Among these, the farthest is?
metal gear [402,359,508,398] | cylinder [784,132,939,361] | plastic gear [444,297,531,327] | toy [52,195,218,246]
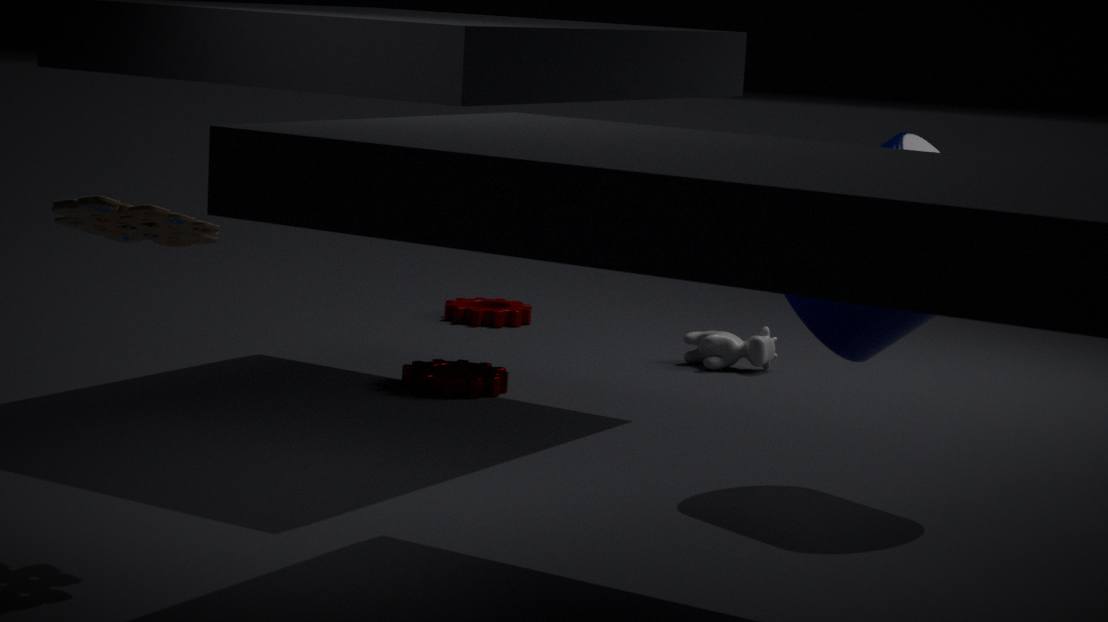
plastic gear [444,297,531,327]
